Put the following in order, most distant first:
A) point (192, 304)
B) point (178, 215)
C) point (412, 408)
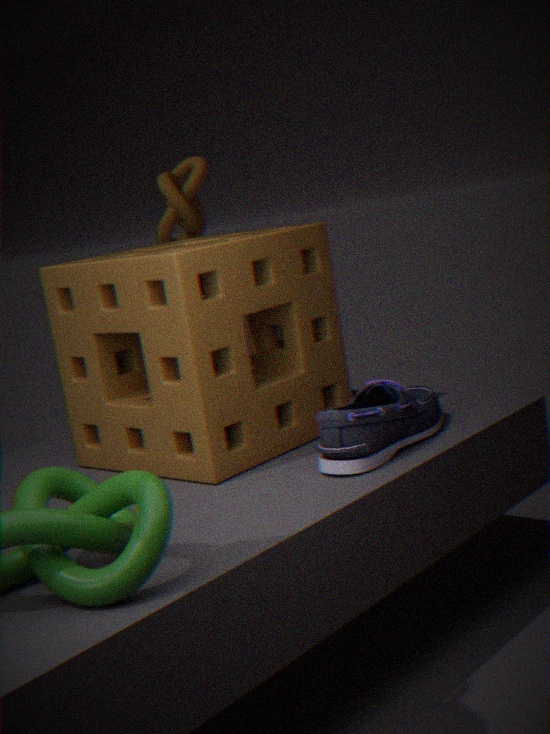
point (178, 215) → point (412, 408) → point (192, 304)
